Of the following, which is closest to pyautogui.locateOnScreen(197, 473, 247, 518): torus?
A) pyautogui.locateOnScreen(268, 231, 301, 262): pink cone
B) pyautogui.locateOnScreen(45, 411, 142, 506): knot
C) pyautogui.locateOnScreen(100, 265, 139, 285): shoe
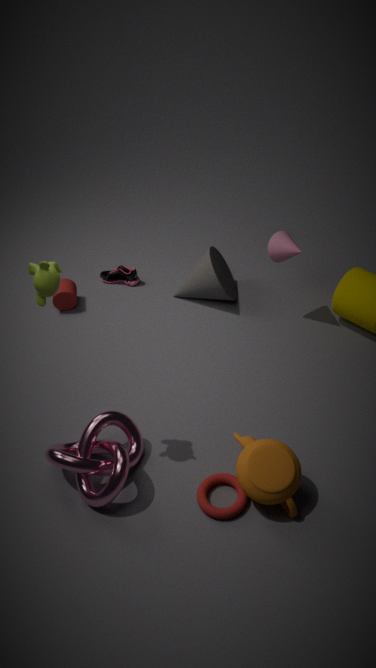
pyautogui.locateOnScreen(45, 411, 142, 506): knot
